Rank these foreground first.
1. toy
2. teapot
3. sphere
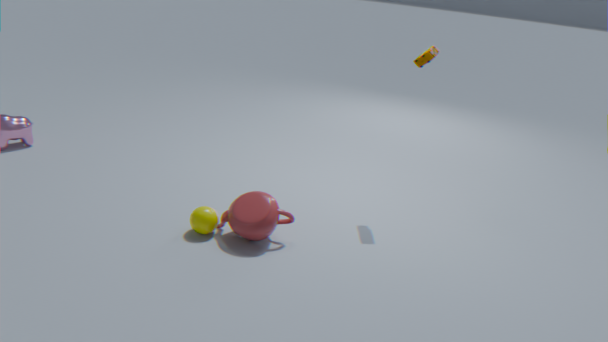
1. teapot
2. sphere
3. toy
